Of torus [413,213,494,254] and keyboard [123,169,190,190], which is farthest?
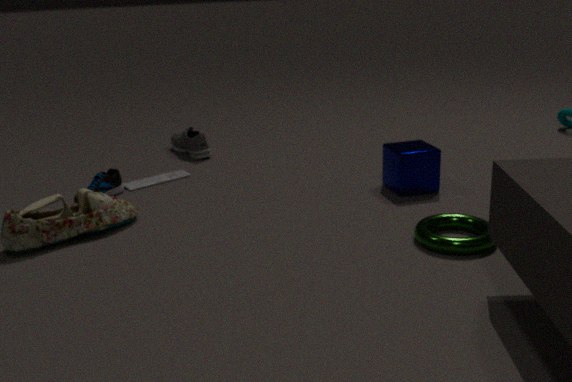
keyboard [123,169,190,190]
